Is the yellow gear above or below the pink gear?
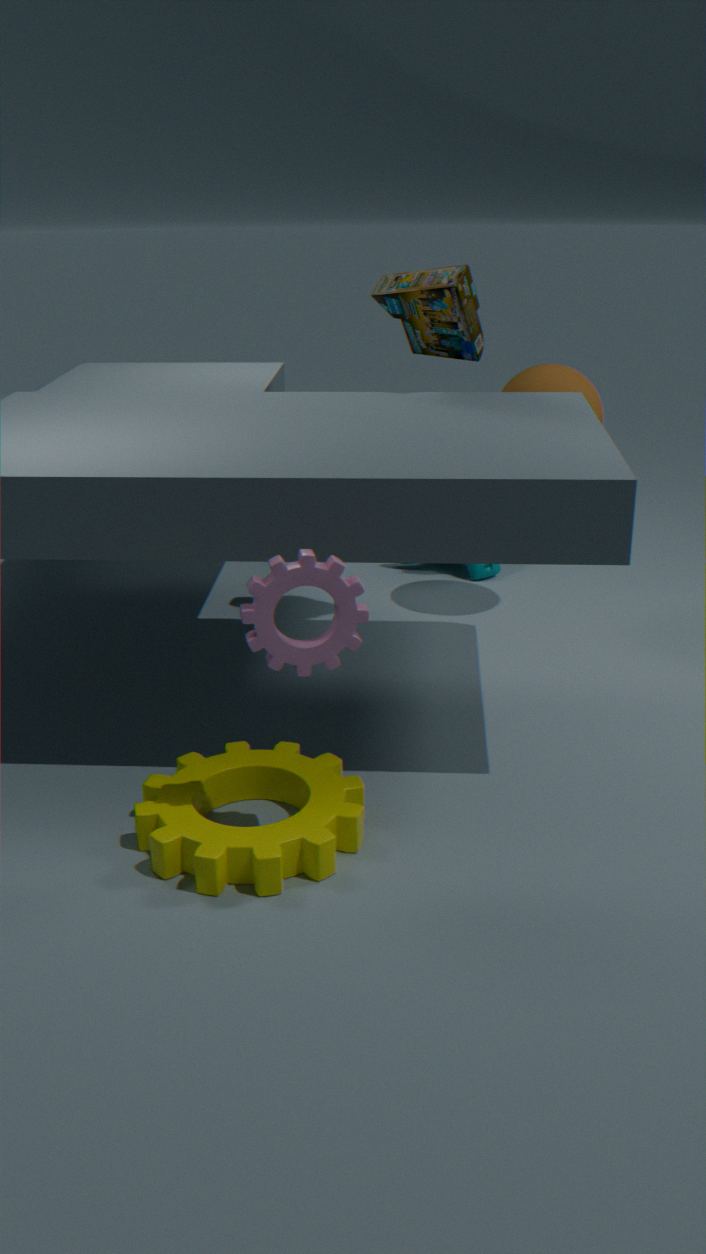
below
